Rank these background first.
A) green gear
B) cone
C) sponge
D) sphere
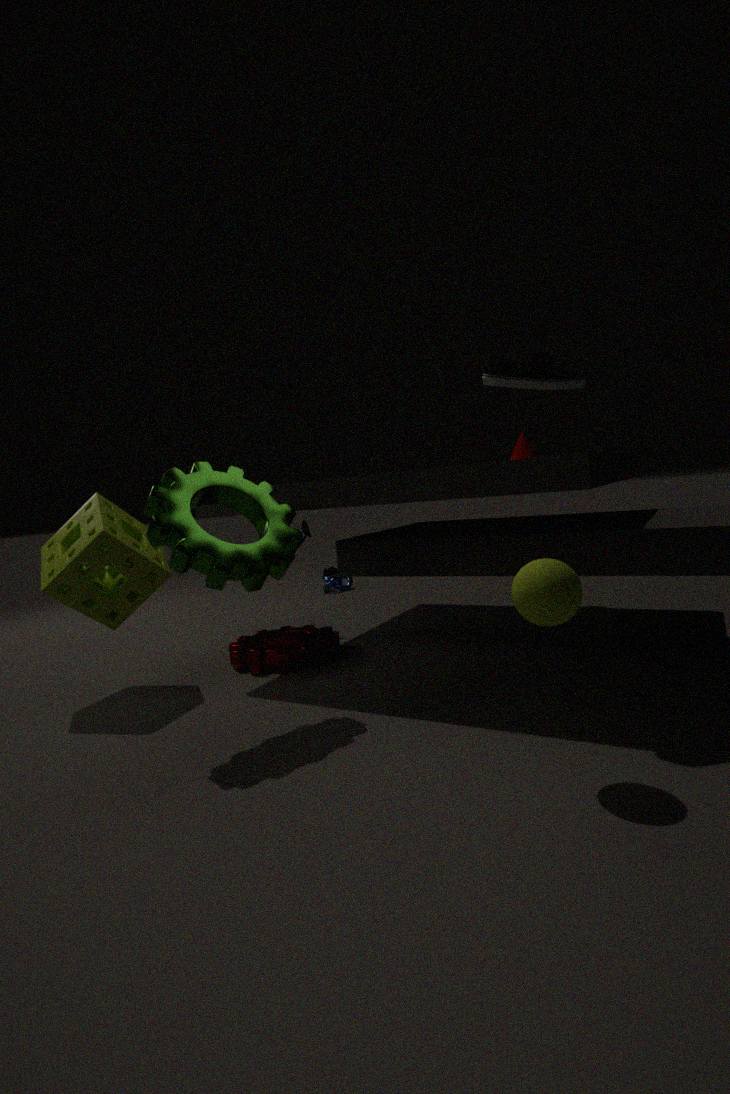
cone, sponge, green gear, sphere
